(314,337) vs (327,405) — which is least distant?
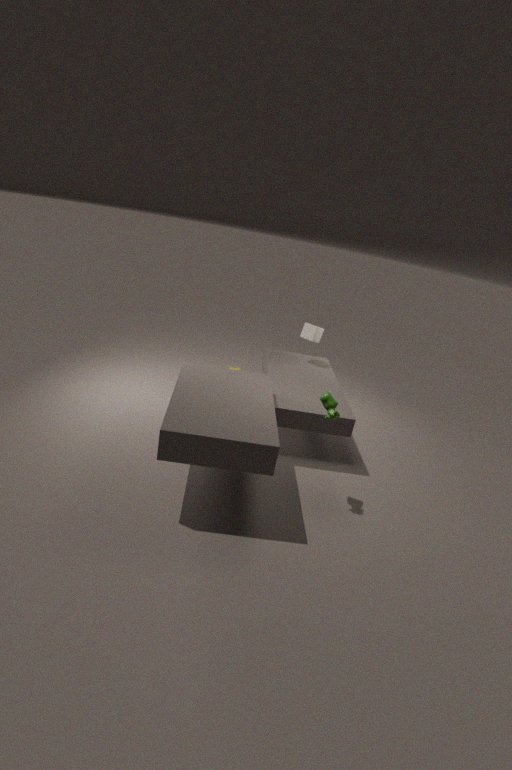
(327,405)
